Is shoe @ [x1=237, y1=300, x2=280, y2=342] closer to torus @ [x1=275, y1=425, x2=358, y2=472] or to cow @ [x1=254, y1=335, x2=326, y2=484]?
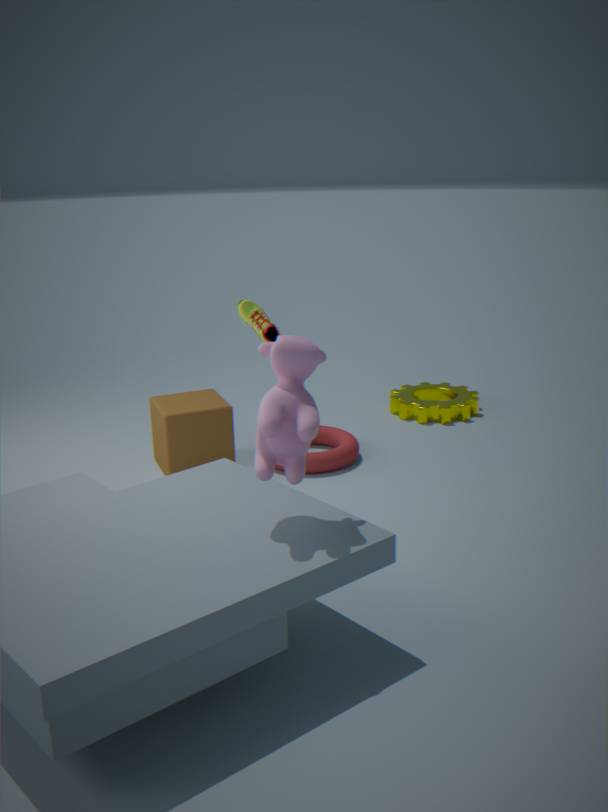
cow @ [x1=254, y1=335, x2=326, y2=484]
